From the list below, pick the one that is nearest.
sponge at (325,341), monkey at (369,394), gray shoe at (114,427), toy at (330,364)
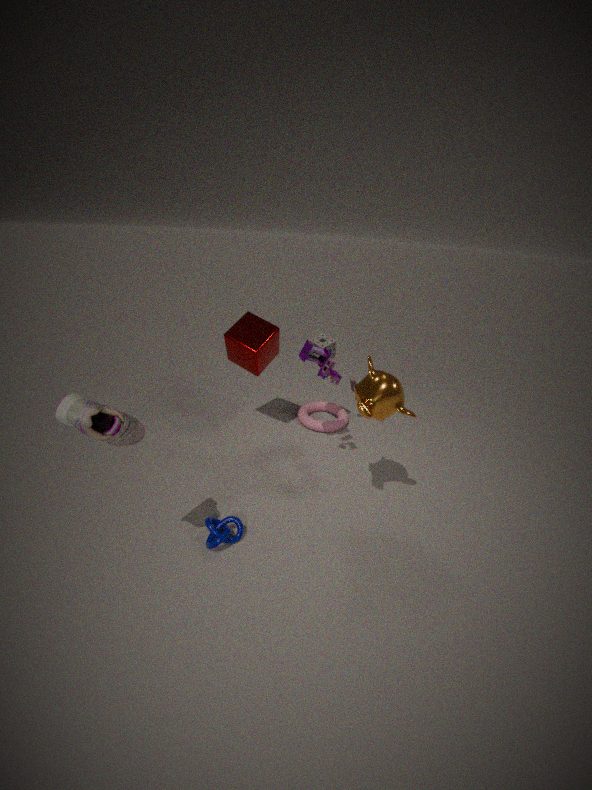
gray shoe at (114,427)
